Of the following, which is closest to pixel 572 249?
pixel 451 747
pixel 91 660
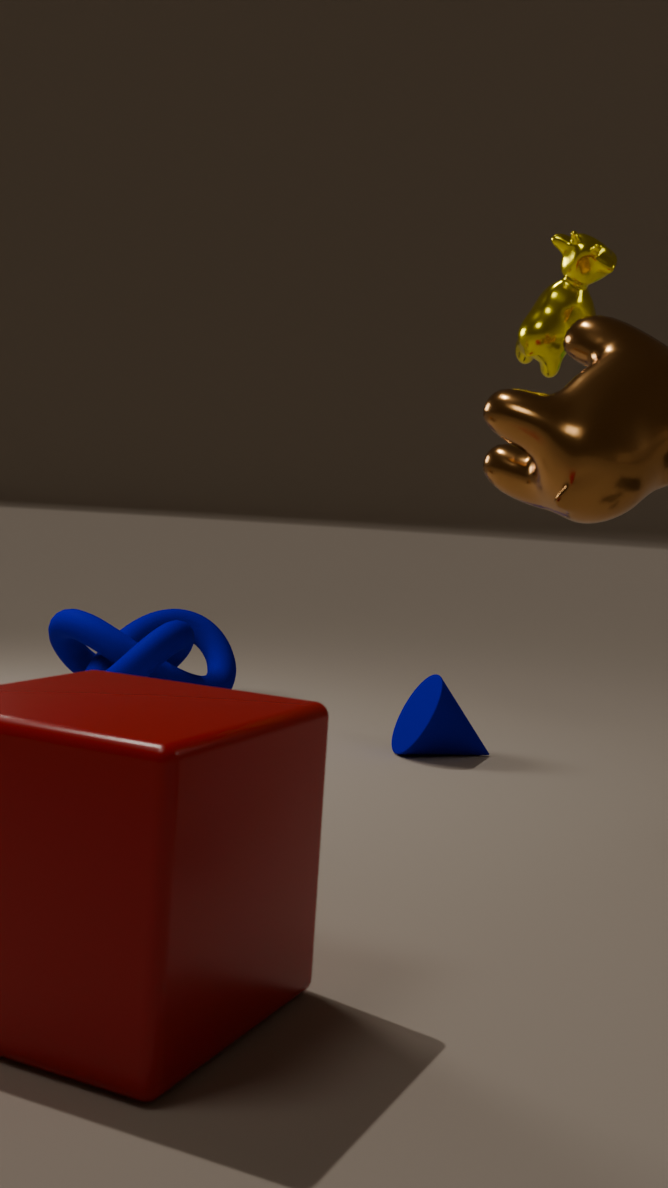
pixel 451 747
